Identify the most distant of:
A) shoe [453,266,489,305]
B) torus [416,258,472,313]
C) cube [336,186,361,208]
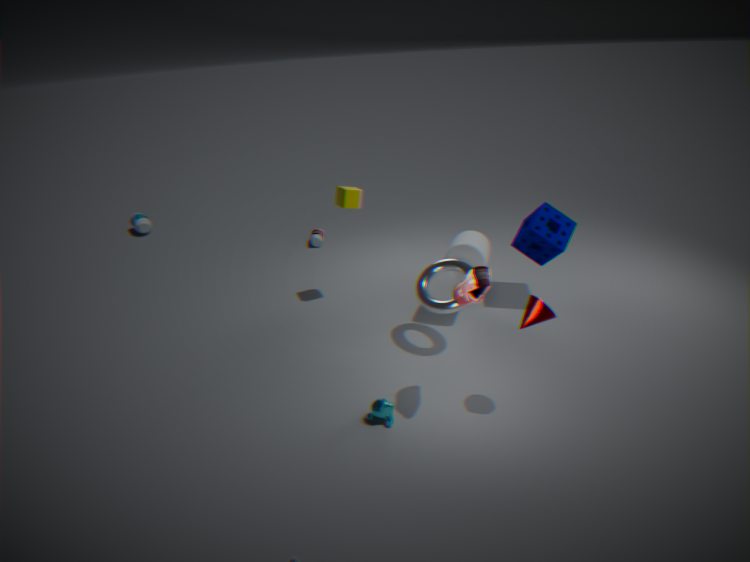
cube [336,186,361,208]
